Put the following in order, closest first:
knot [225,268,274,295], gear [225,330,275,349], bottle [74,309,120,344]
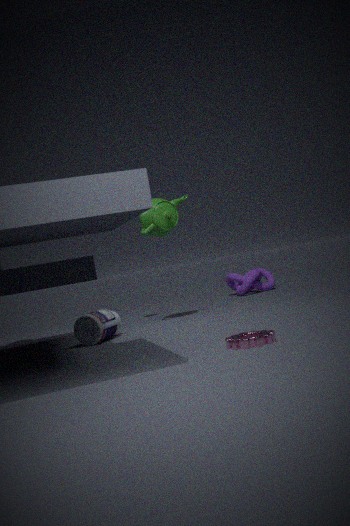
gear [225,330,275,349] → bottle [74,309,120,344] → knot [225,268,274,295]
